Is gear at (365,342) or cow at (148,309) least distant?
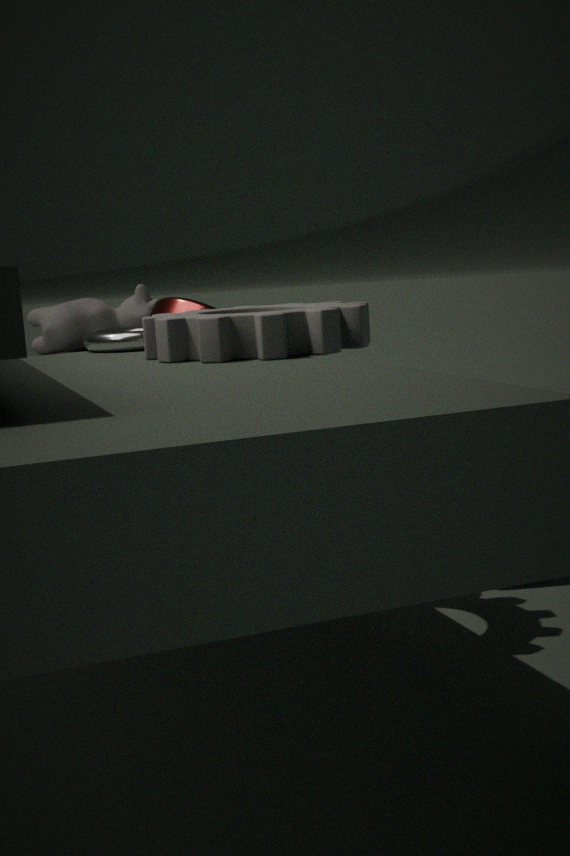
gear at (365,342)
